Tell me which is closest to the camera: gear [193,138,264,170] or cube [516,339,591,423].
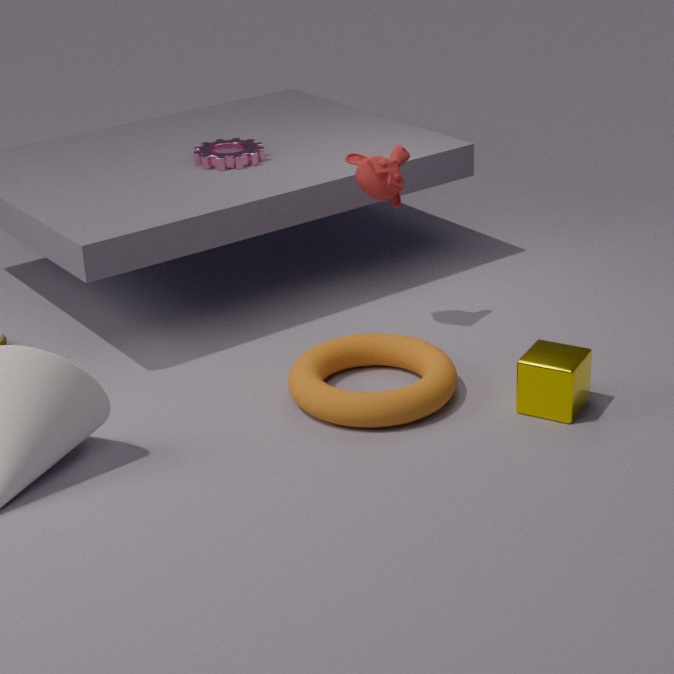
cube [516,339,591,423]
